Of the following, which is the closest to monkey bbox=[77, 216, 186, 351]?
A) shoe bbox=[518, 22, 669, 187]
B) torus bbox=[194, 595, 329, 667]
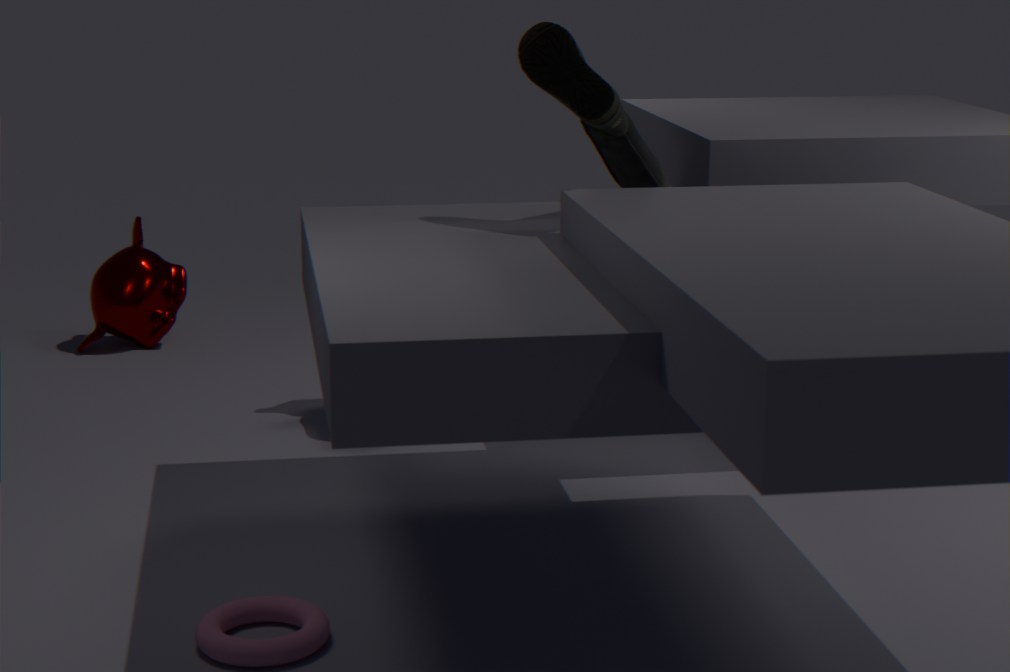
shoe bbox=[518, 22, 669, 187]
